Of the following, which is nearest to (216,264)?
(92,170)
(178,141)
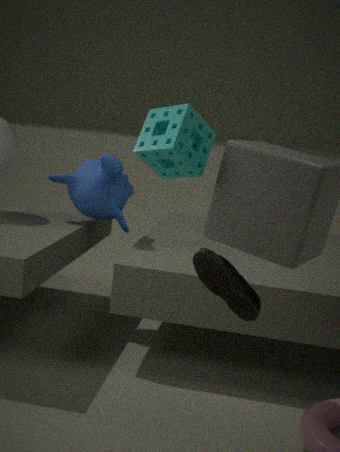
(178,141)
